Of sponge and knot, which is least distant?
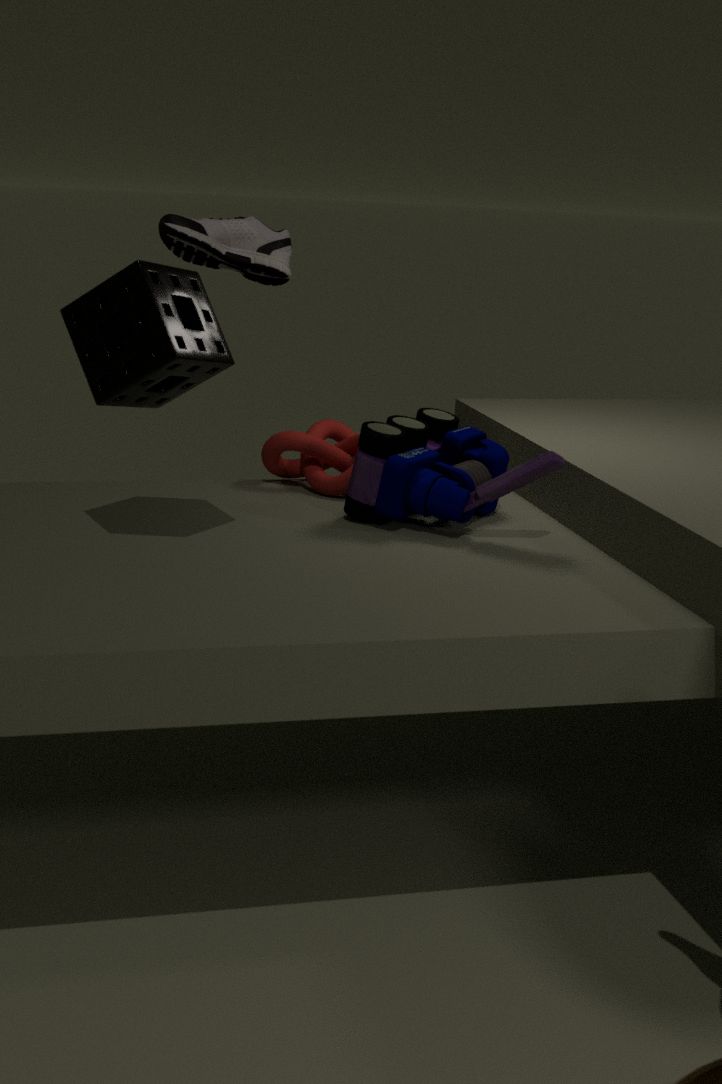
sponge
